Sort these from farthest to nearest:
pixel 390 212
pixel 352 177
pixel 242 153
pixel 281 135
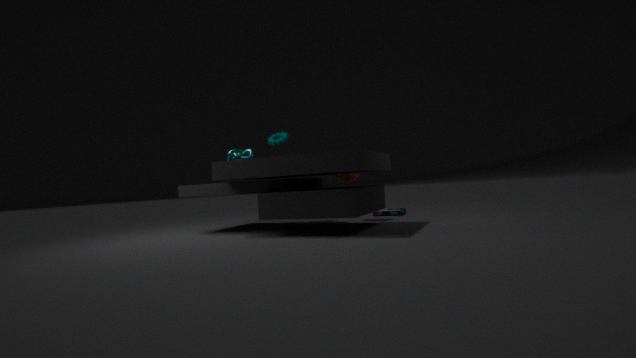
pixel 281 135, pixel 390 212, pixel 352 177, pixel 242 153
